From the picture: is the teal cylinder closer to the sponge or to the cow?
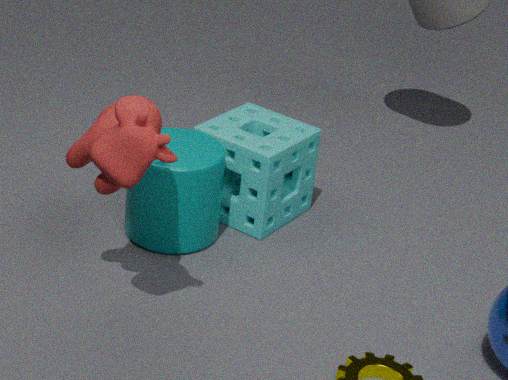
the sponge
